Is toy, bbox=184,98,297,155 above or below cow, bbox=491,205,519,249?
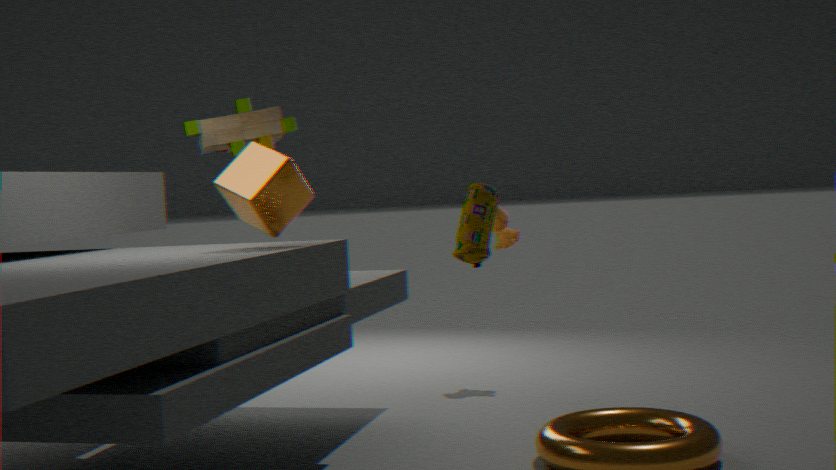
above
